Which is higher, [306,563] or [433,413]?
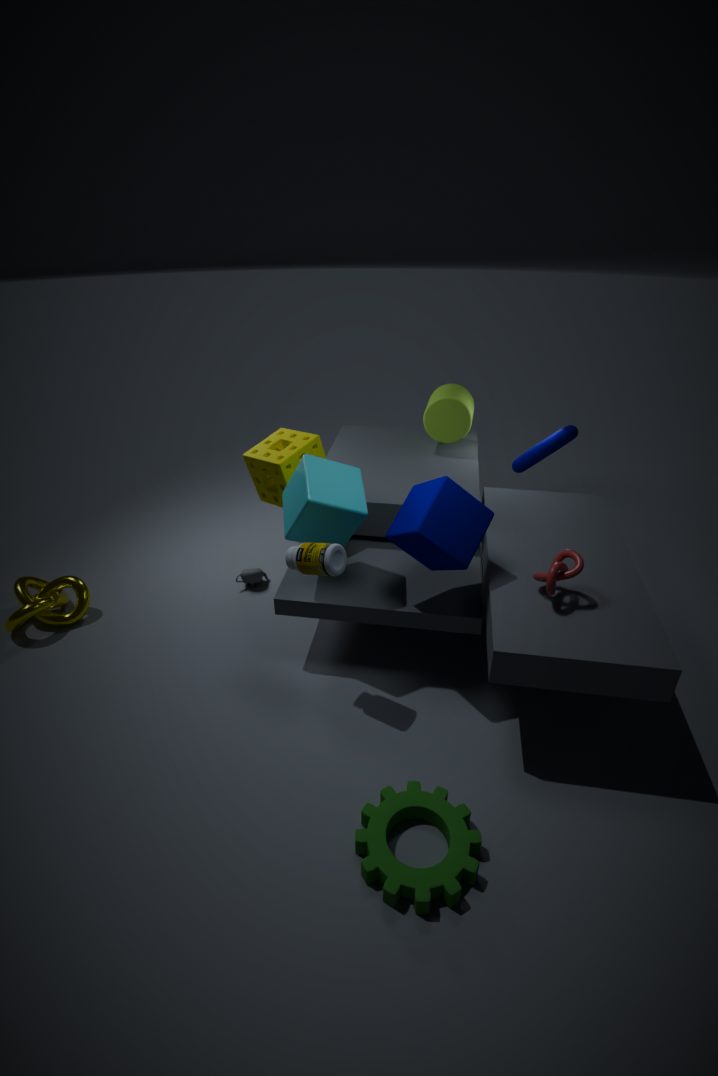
[433,413]
